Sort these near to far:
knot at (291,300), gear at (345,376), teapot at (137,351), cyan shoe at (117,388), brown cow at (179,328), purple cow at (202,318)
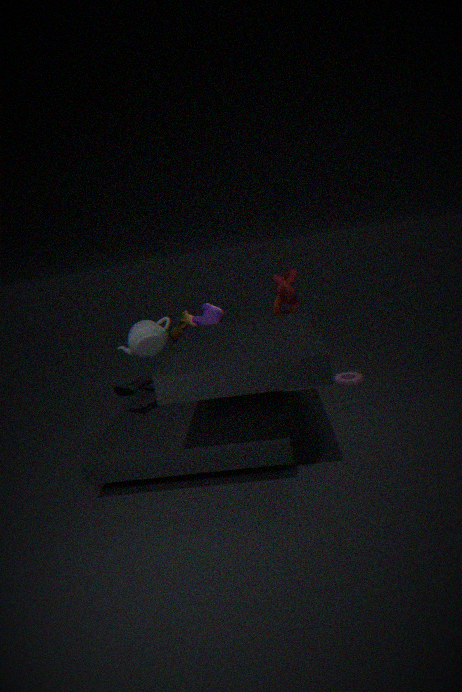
cyan shoe at (117,388) < teapot at (137,351) < gear at (345,376) < knot at (291,300) < purple cow at (202,318) < brown cow at (179,328)
